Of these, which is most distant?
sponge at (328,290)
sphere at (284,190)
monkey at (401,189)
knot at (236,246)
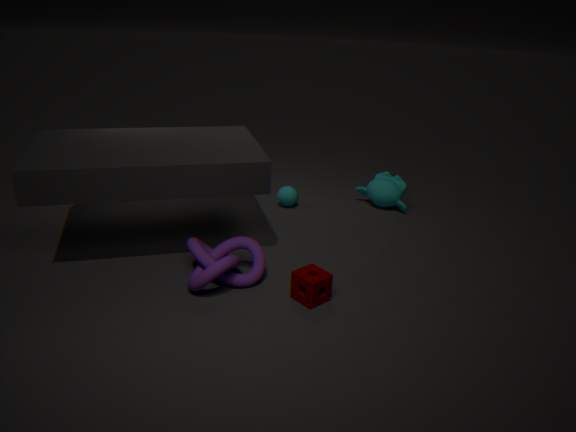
monkey at (401,189)
